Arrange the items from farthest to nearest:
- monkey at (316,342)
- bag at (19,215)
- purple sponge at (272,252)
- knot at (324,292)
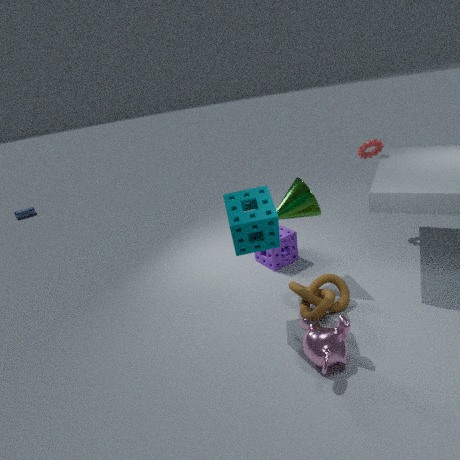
bag at (19,215) < purple sponge at (272,252) < knot at (324,292) < monkey at (316,342)
